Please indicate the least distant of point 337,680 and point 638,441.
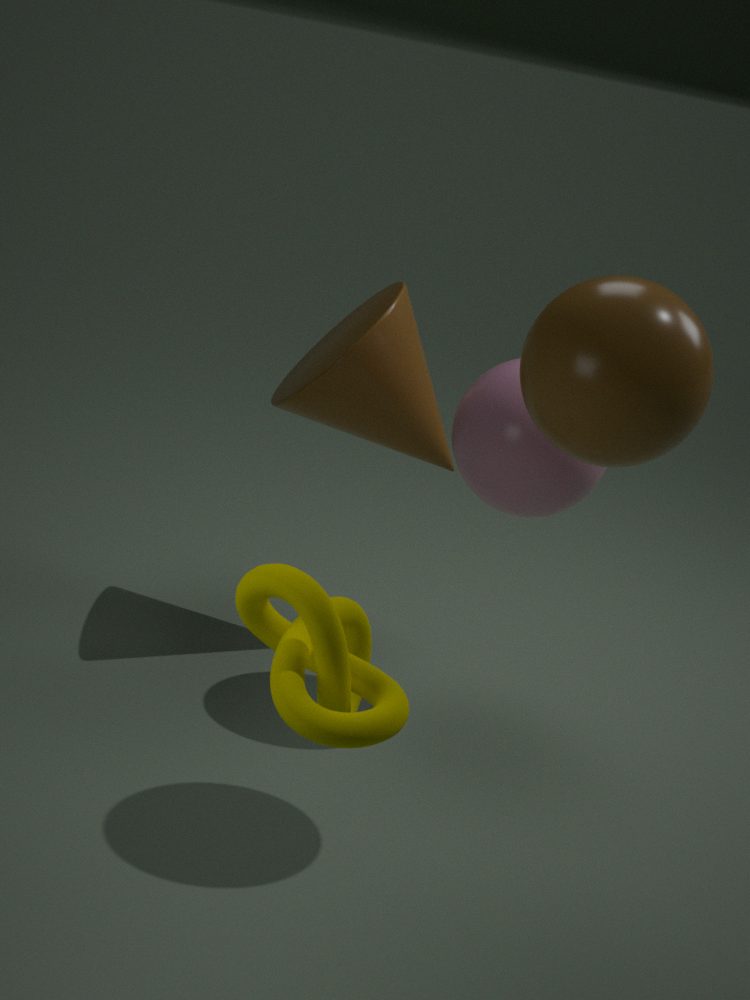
point 337,680
